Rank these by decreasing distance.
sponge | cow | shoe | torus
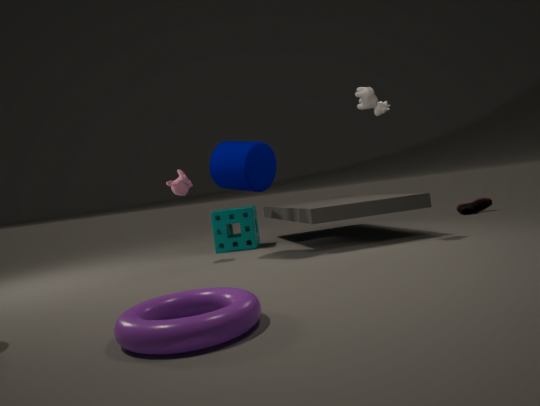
shoe, sponge, cow, torus
